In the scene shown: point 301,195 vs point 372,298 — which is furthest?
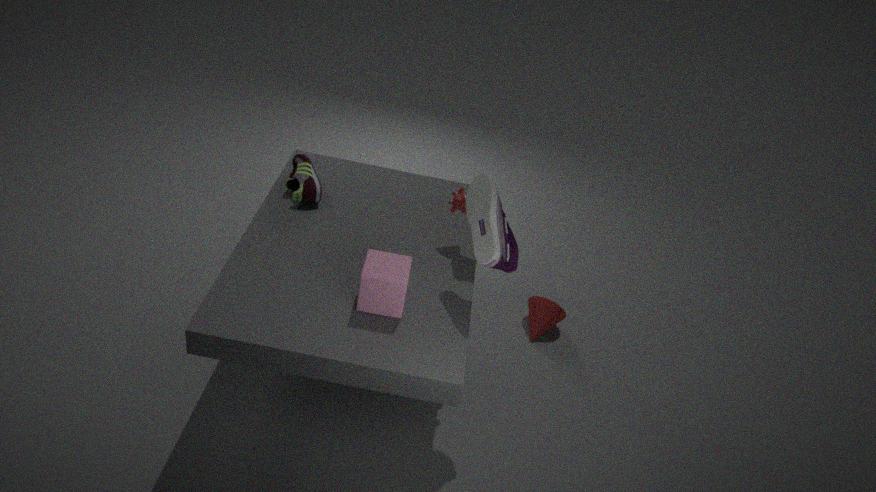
point 301,195
